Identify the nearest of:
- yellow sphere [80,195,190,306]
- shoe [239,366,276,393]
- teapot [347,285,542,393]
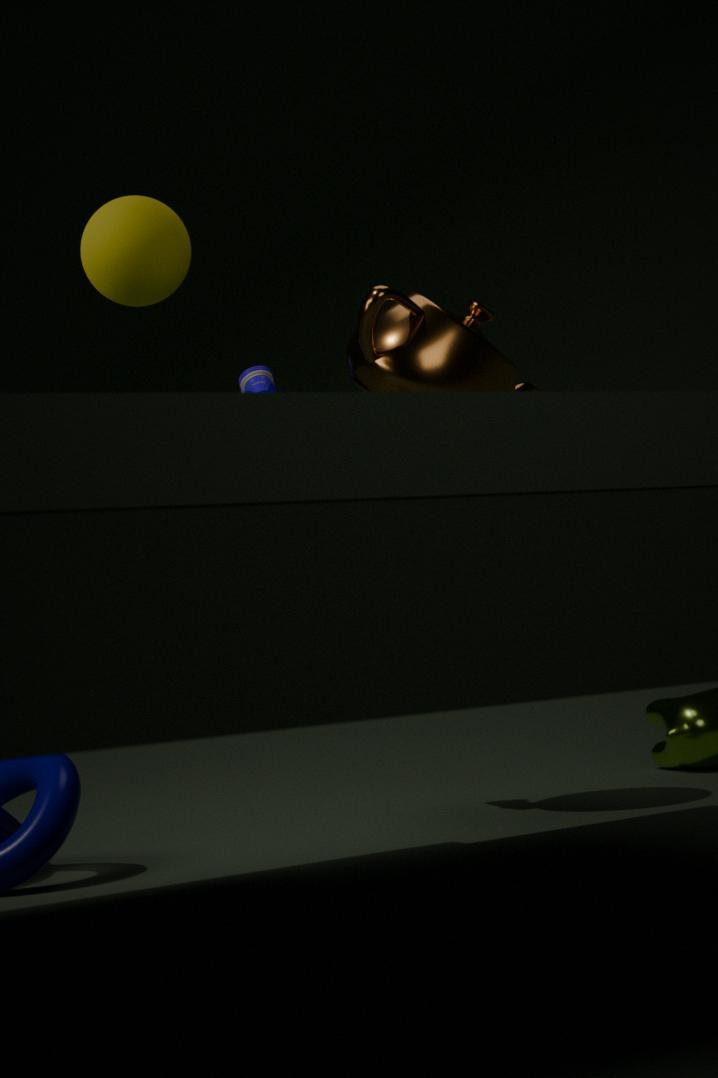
yellow sphere [80,195,190,306]
